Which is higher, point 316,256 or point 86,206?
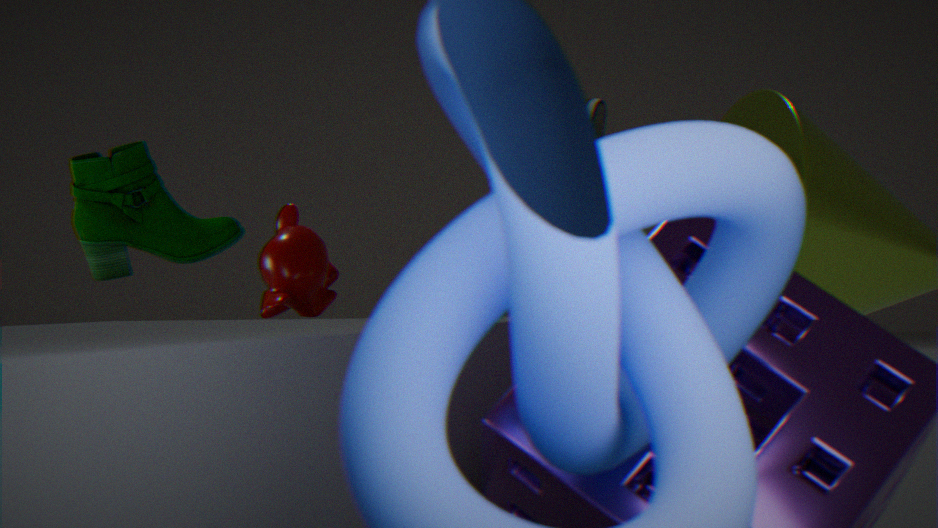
point 86,206
